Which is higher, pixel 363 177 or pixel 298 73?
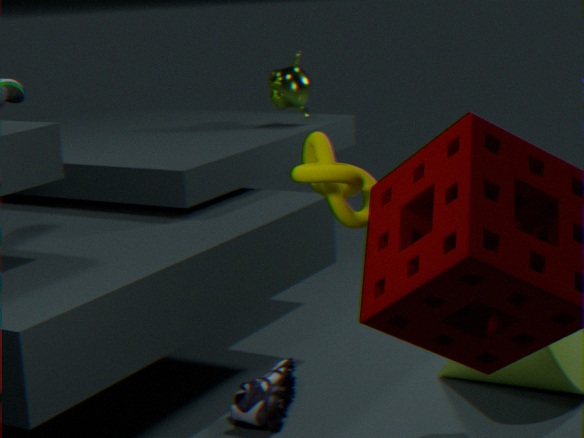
pixel 298 73
